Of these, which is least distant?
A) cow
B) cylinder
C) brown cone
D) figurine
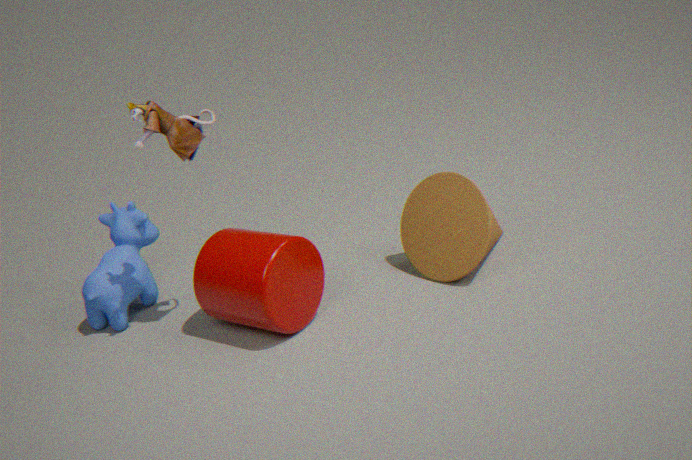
figurine
